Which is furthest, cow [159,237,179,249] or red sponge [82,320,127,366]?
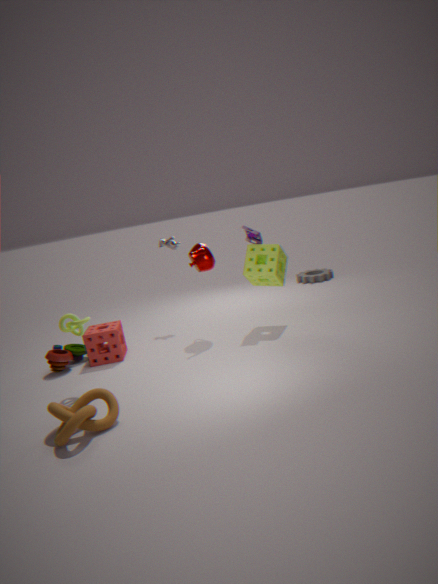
cow [159,237,179,249]
